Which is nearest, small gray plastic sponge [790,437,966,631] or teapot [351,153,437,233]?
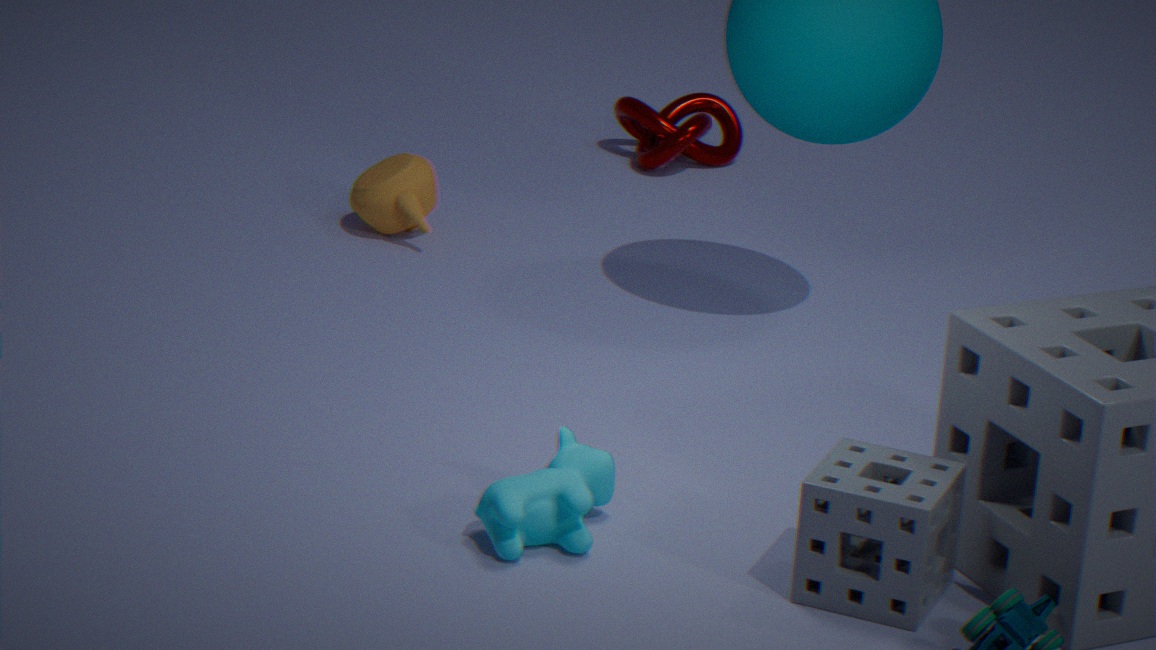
small gray plastic sponge [790,437,966,631]
